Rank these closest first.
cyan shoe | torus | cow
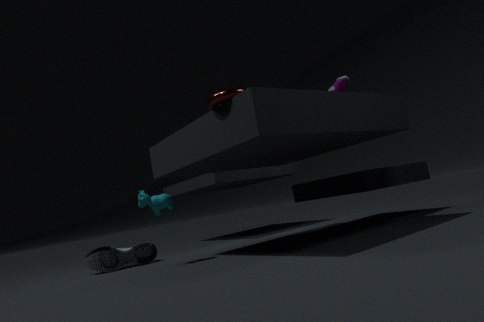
torus < cow < cyan shoe
